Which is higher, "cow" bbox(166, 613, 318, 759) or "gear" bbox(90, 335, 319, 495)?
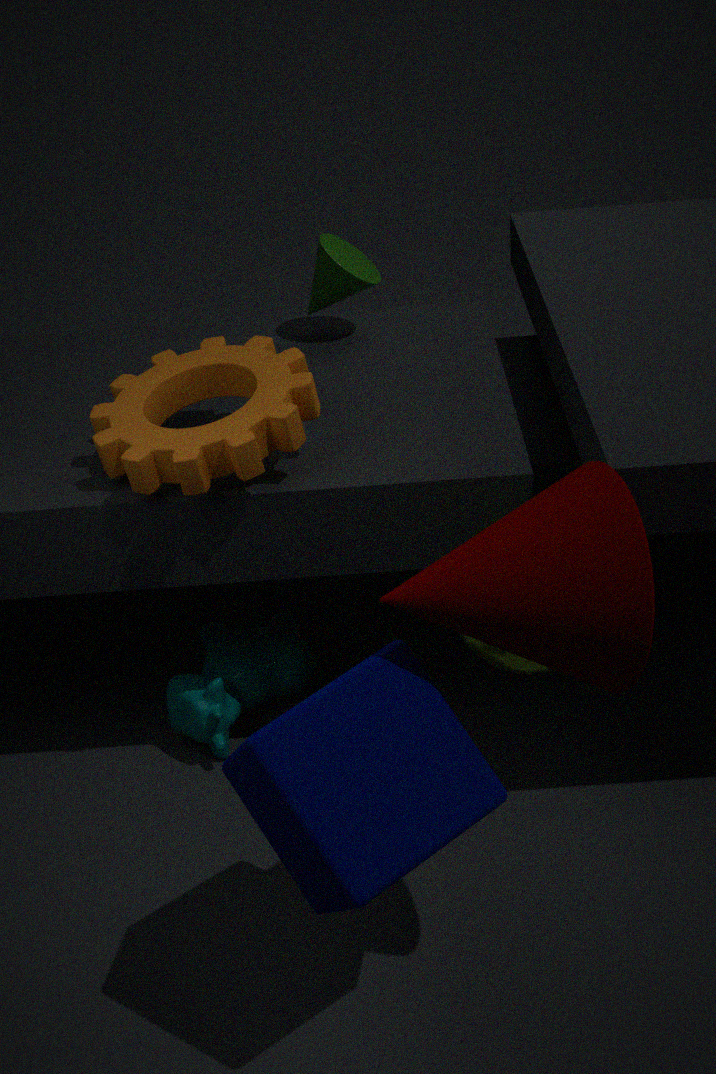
"gear" bbox(90, 335, 319, 495)
